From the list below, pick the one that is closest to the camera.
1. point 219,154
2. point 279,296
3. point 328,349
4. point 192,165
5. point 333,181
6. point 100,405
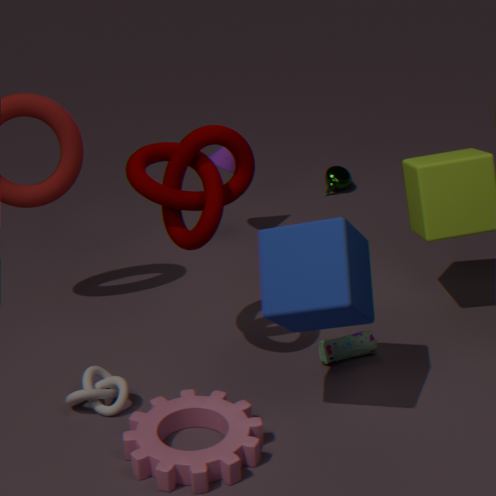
point 279,296
